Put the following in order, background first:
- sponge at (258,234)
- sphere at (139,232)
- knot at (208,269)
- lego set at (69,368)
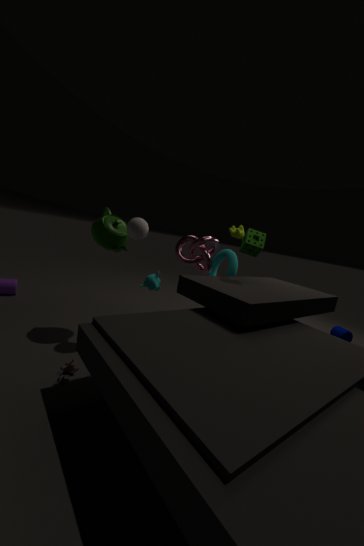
knot at (208,269) < sponge at (258,234) < sphere at (139,232) < lego set at (69,368)
